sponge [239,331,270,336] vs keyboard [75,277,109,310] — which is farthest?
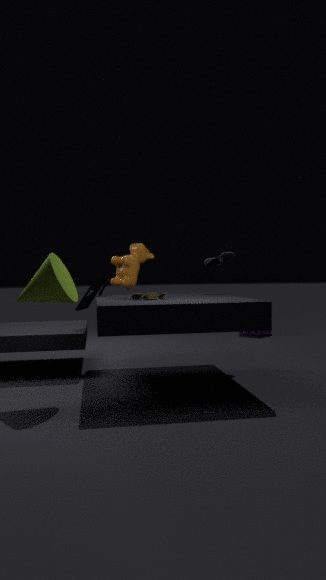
sponge [239,331,270,336]
